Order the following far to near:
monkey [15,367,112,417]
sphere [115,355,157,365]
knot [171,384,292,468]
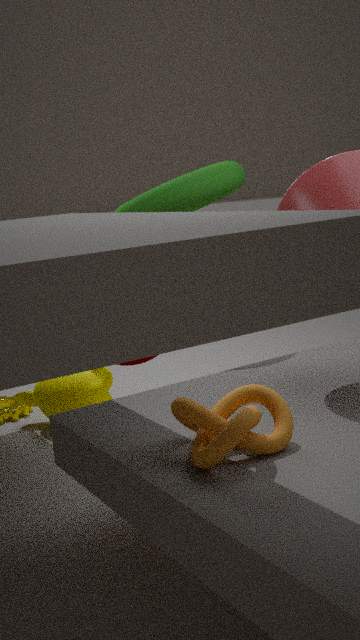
monkey [15,367,112,417] → sphere [115,355,157,365] → knot [171,384,292,468]
